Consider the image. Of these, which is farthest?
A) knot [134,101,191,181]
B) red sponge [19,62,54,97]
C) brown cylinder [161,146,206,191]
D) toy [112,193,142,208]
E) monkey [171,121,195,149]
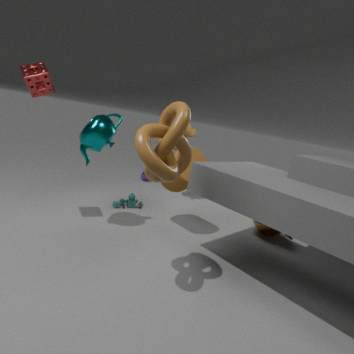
monkey [171,121,195,149]
